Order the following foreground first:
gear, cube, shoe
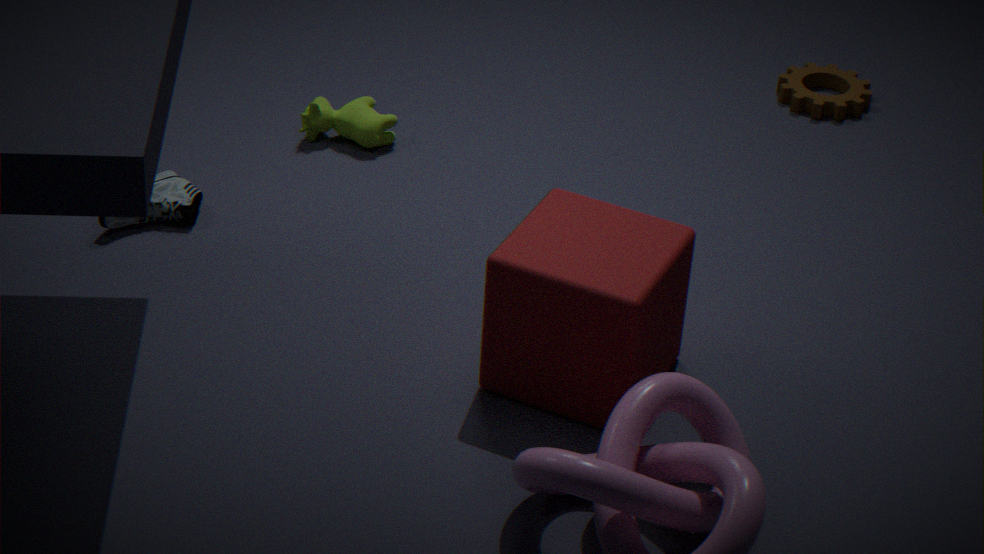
cube
shoe
gear
